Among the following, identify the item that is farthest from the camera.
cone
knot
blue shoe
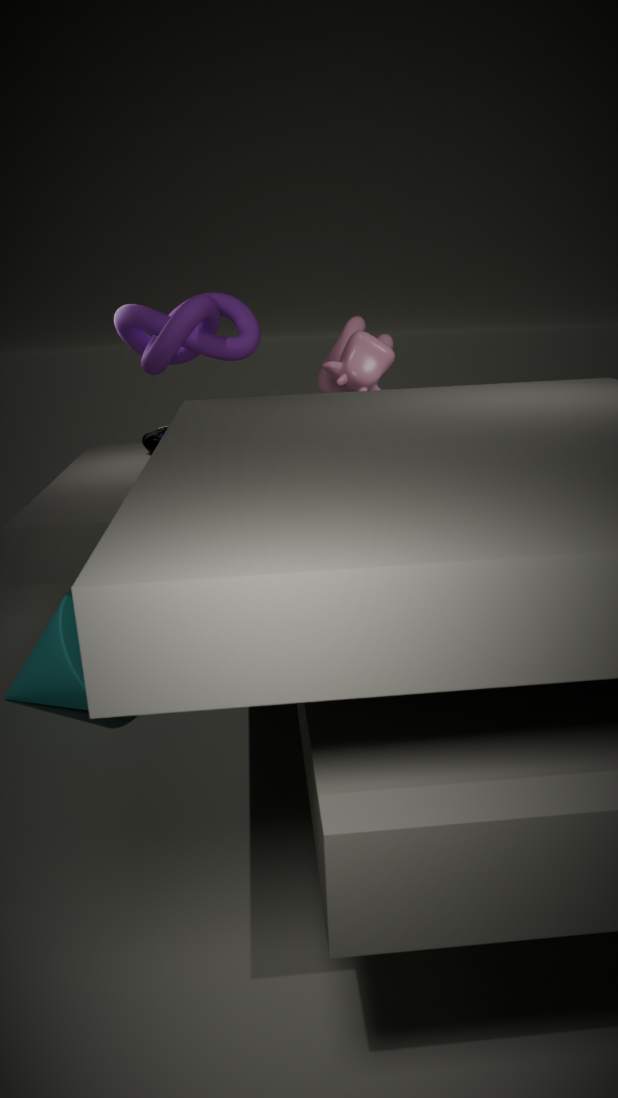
blue shoe
